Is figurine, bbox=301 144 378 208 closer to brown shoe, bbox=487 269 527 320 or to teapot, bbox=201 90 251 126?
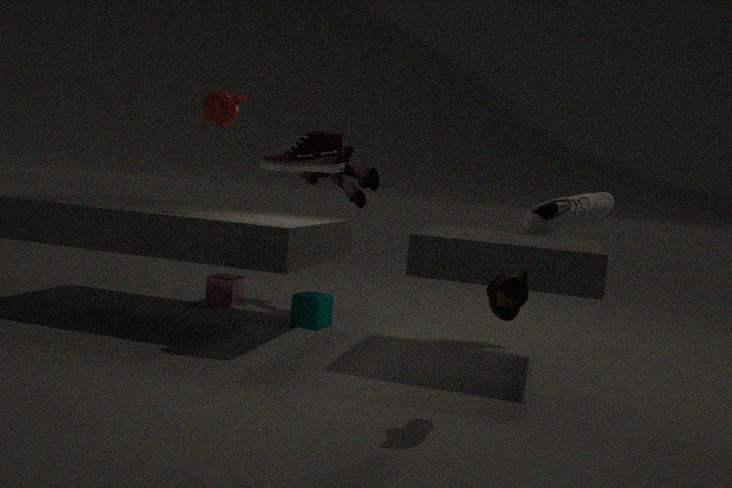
teapot, bbox=201 90 251 126
